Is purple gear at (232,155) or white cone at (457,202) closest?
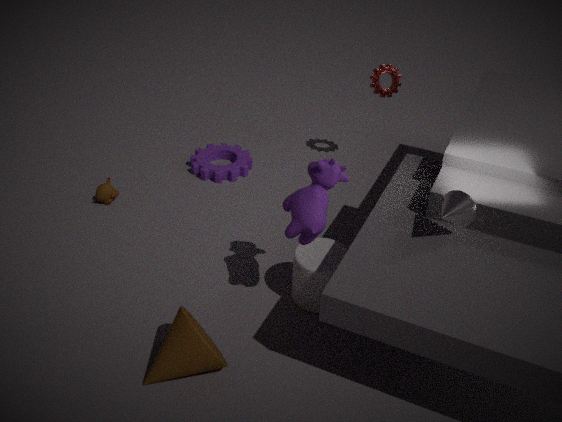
white cone at (457,202)
